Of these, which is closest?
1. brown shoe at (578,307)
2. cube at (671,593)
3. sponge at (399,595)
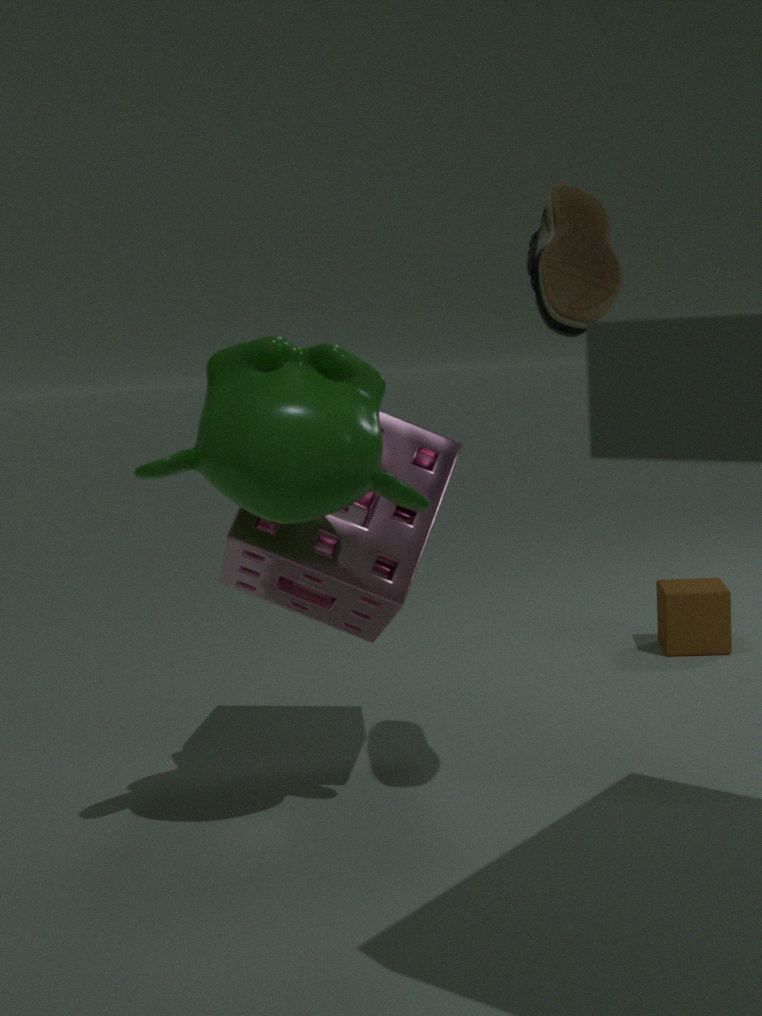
brown shoe at (578,307)
